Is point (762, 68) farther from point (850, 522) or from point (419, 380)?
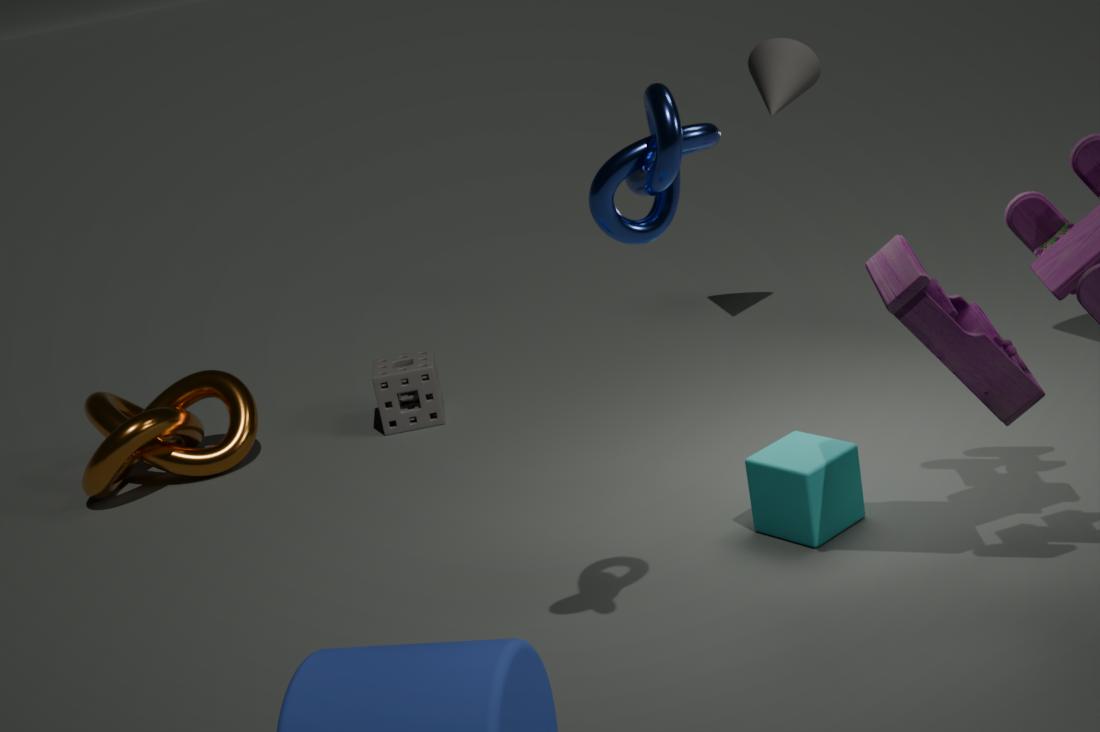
point (850, 522)
